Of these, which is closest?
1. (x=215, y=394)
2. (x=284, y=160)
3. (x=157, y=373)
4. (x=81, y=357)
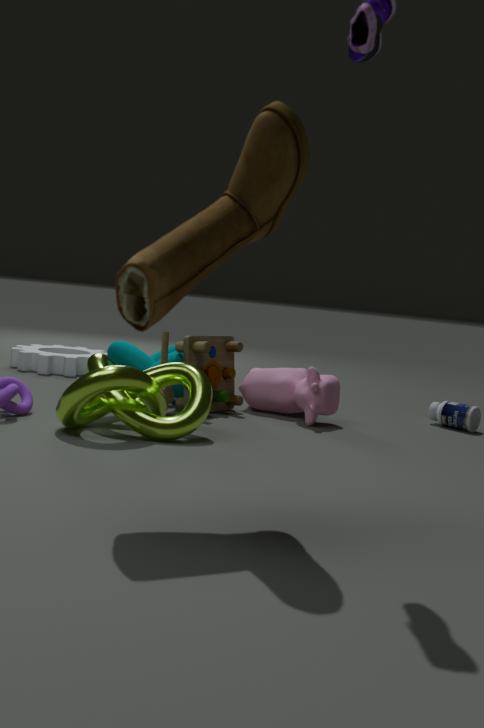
(x=284, y=160)
